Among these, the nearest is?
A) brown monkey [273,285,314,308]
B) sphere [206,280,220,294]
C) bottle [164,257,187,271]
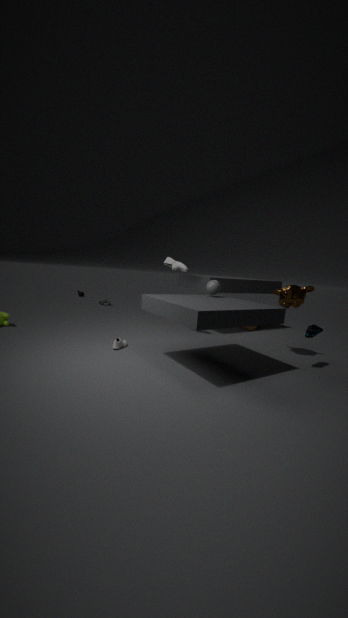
sphere [206,280,220,294]
